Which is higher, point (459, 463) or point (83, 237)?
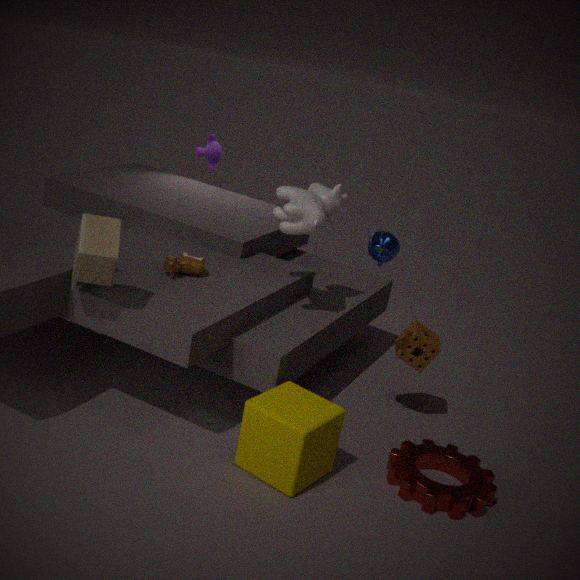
point (83, 237)
